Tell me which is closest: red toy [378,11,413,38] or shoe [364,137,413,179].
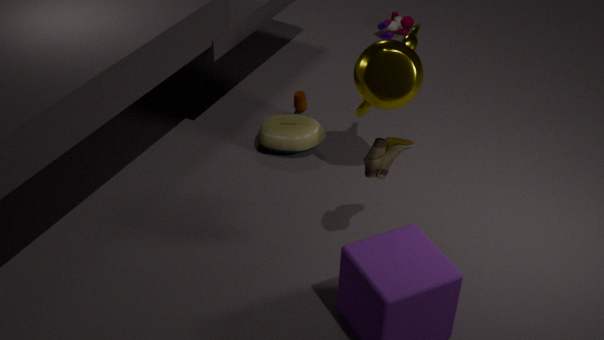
shoe [364,137,413,179]
